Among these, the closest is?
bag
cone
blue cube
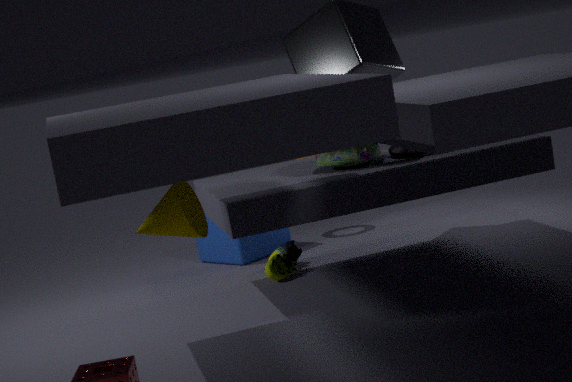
cone
